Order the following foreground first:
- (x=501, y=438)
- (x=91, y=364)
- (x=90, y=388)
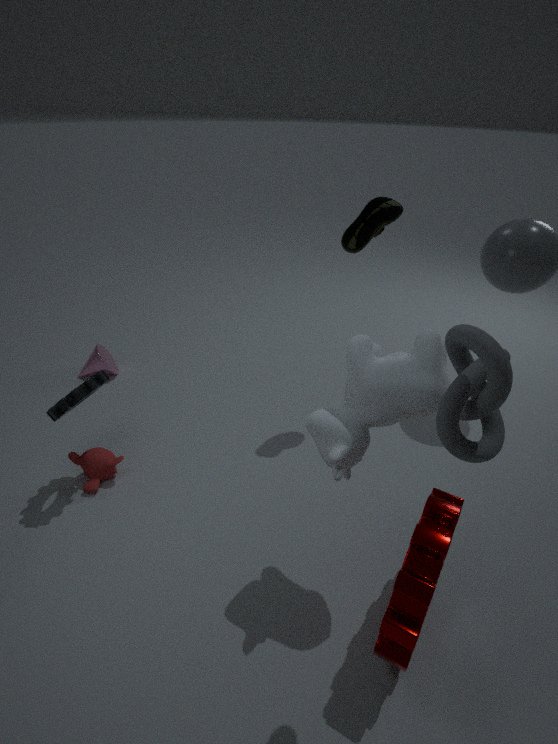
1. (x=501, y=438)
2. (x=90, y=388)
3. (x=91, y=364)
